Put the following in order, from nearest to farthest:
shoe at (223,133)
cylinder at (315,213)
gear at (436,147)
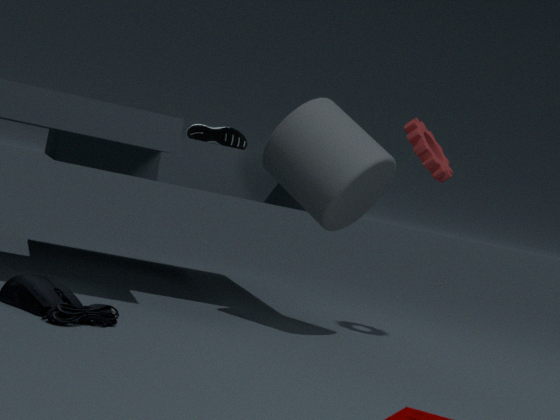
cylinder at (315,213), gear at (436,147), shoe at (223,133)
